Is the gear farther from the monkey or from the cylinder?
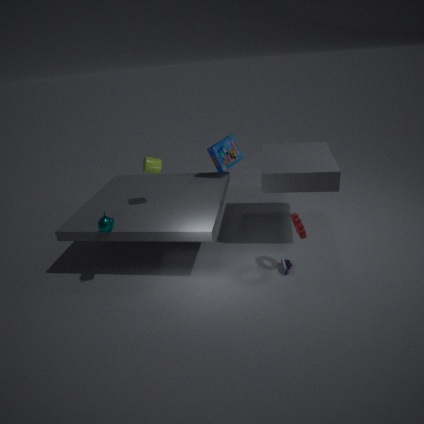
the monkey
